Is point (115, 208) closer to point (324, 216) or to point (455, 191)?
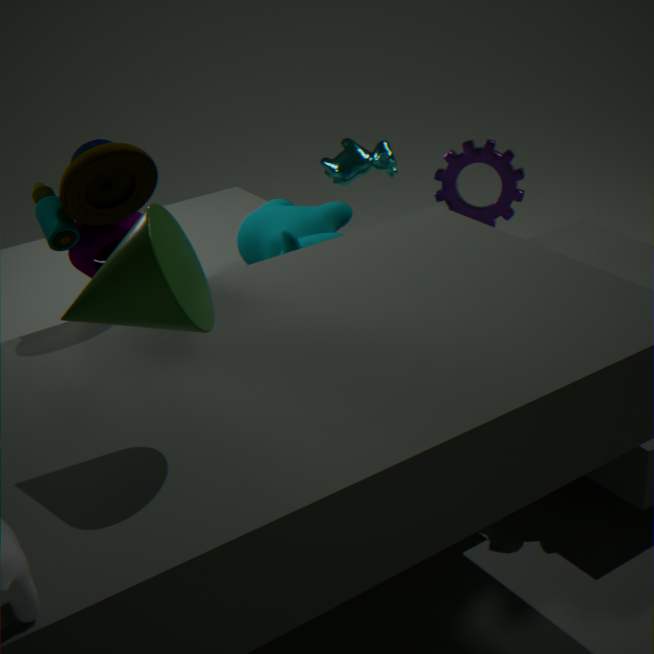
point (324, 216)
